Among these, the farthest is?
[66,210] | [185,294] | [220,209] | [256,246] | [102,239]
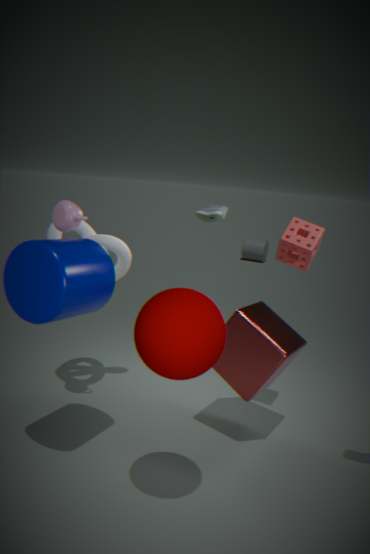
[256,246]
